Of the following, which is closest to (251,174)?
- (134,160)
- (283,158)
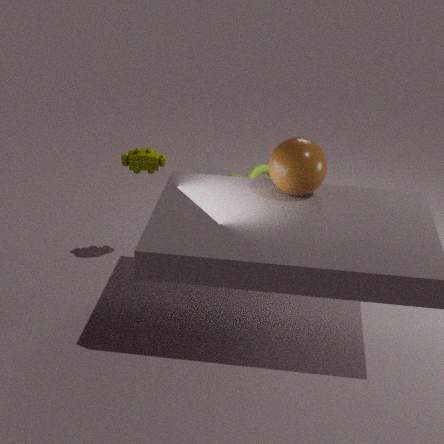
(134,160)
